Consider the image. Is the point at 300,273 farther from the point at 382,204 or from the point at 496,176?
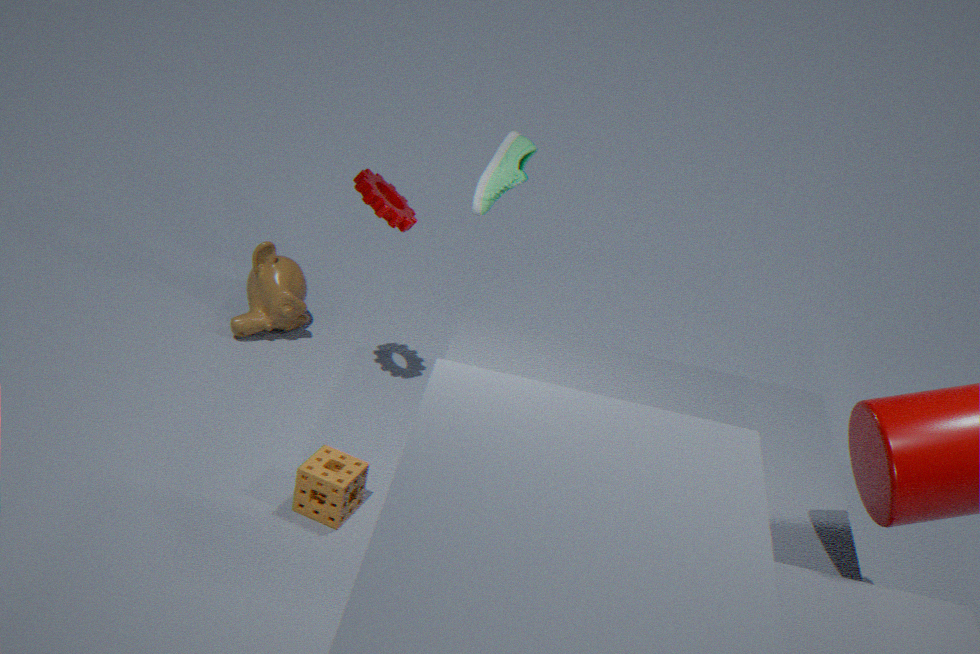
the point at 496,176
